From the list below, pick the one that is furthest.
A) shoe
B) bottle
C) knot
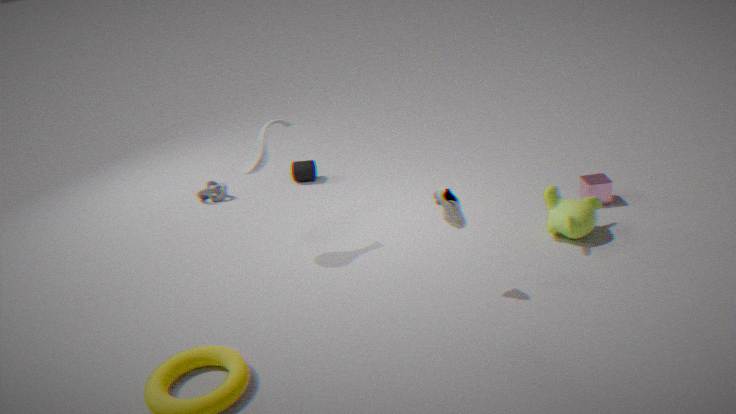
knot
